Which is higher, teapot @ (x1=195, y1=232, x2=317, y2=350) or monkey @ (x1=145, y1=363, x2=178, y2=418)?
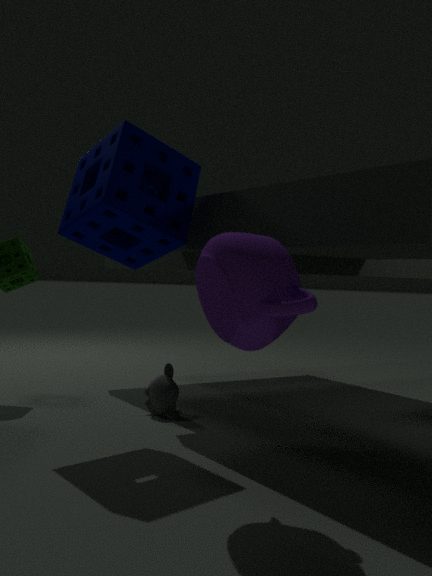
teapot @ (x1=195, y1=232, x2=317, y2=350)
